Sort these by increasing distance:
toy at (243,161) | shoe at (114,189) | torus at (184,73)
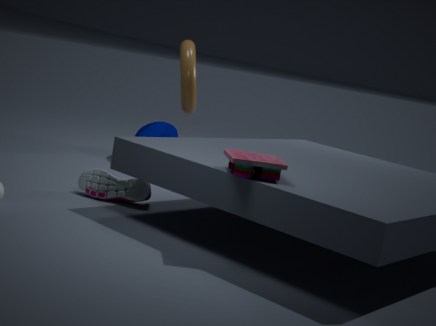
toy at (243,161), shoe at (114,189), torus at (184,73)
